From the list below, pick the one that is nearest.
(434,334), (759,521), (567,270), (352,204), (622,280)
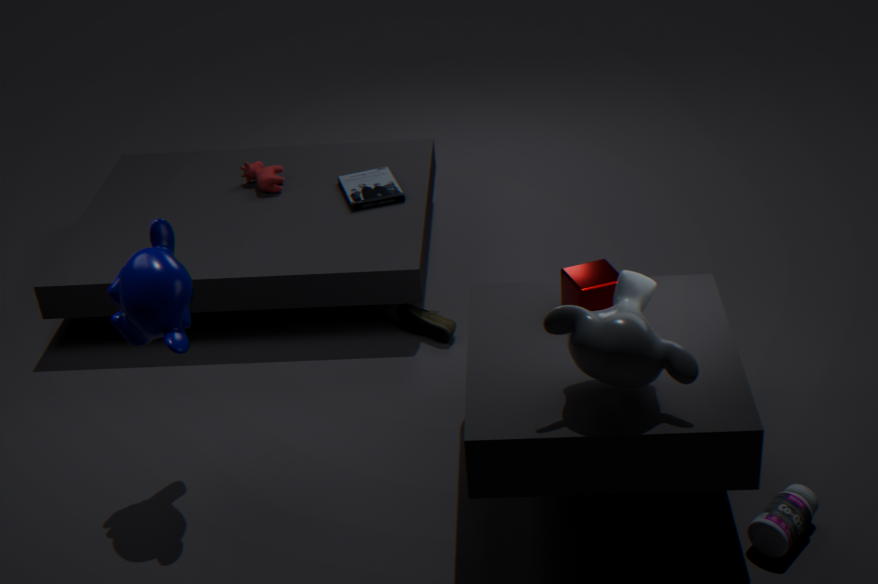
(622,280)
